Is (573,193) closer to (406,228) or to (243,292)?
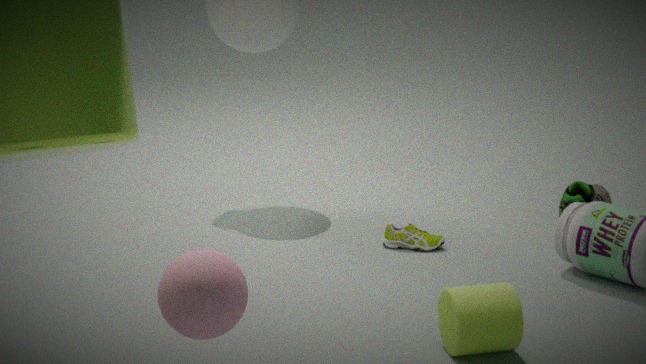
(406,228)
